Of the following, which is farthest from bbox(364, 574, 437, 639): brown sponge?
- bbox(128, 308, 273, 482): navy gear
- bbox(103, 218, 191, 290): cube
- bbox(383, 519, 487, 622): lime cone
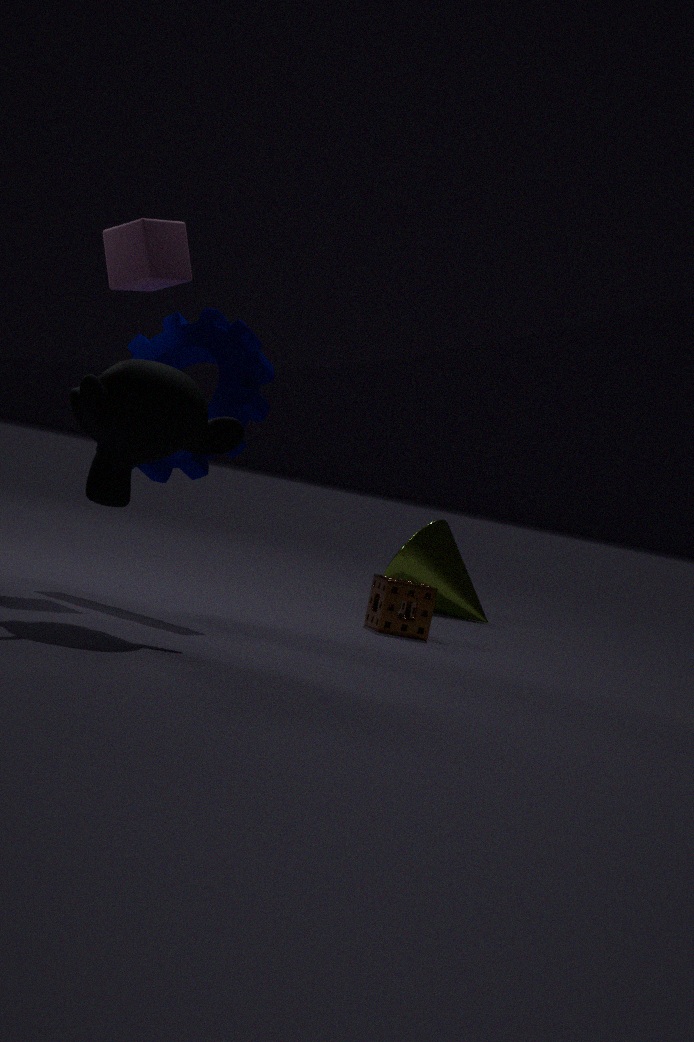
bbox(103, 218, 191, 290): cube
